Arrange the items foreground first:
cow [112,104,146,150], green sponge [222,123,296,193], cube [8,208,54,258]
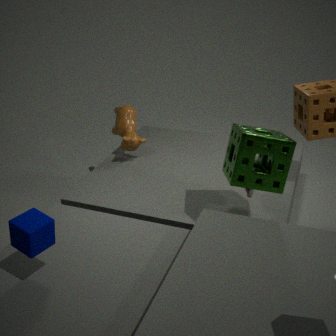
cube [8,208,54,258] → green sponge [222,123,296,193] → cow [112,104,146,150]
